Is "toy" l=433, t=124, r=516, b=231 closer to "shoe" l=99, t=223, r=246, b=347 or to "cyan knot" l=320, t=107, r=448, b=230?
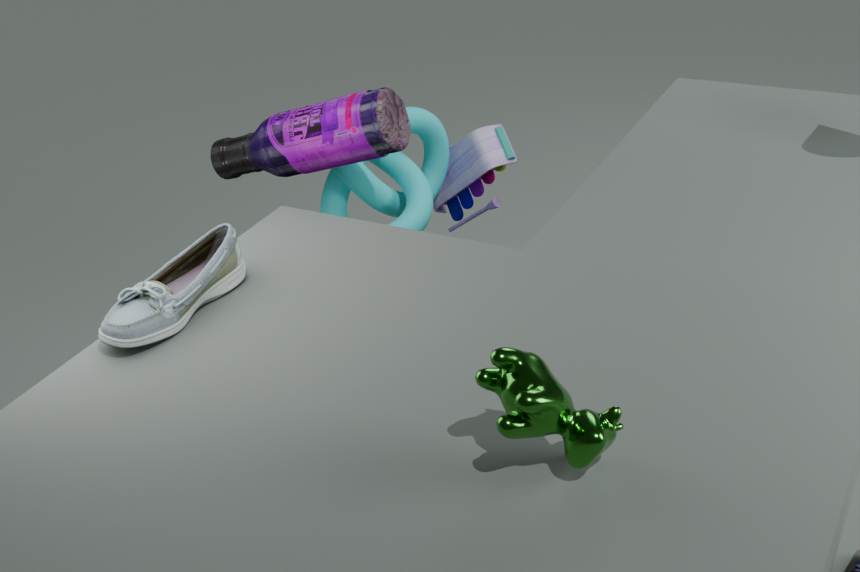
"cyan knot" l=320, t=107, r=448, b=230
